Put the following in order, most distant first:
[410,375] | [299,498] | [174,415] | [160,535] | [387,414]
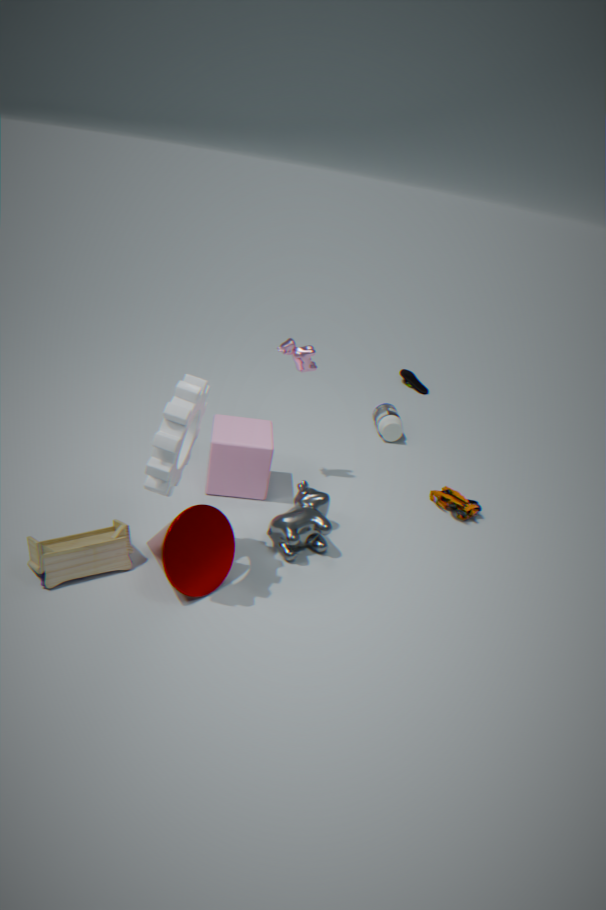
1. [410,375]
2. [387,414]
3. [299,498]
4. [160,535]
5. [174,415]
